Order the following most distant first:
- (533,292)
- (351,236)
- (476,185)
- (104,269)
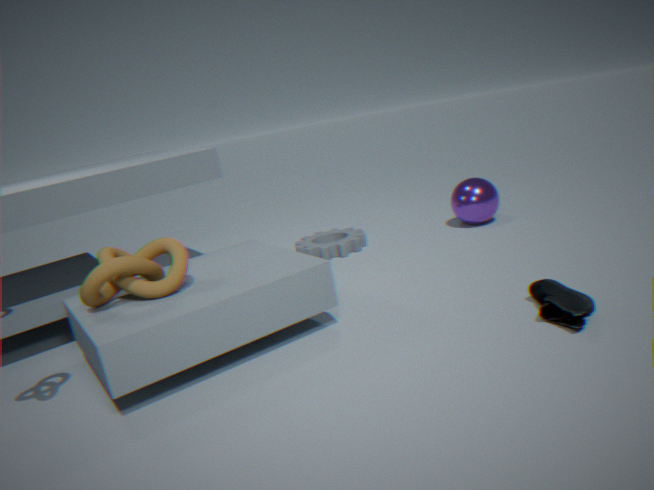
(351,236)
(476,185)
(533,292)
(104,269)
